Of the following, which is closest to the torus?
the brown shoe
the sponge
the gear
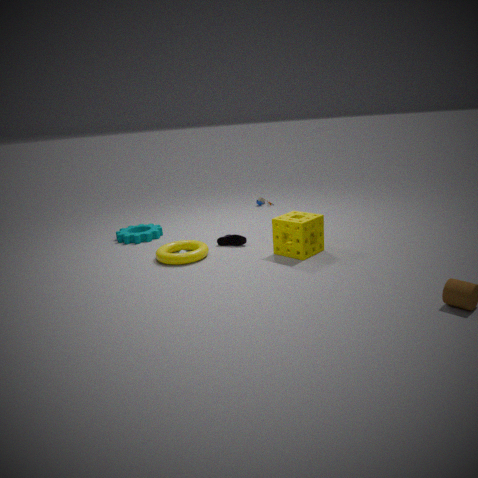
the brown shoe
